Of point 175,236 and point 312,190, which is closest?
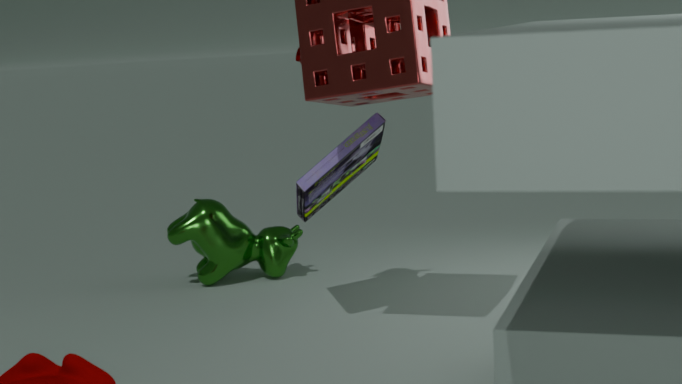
point 312,190
